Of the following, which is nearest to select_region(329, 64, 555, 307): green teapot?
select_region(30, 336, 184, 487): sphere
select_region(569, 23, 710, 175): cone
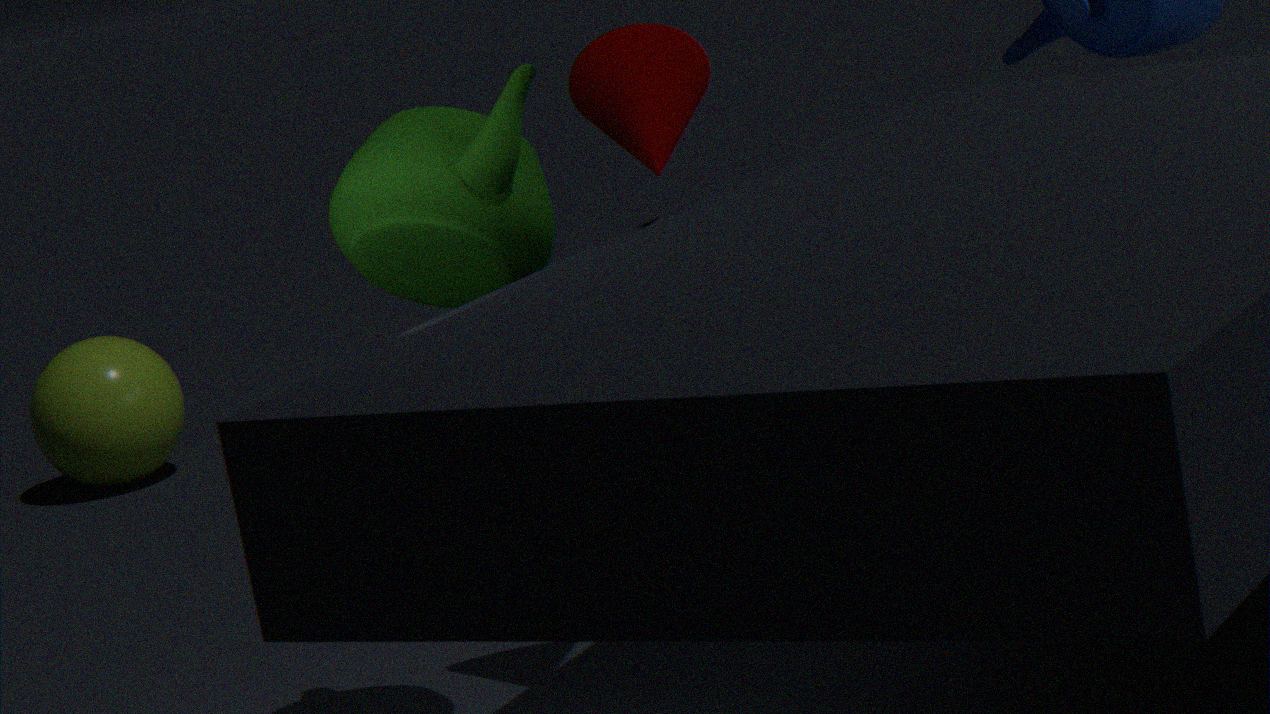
select_region(569, 23, 710, 175): cone
